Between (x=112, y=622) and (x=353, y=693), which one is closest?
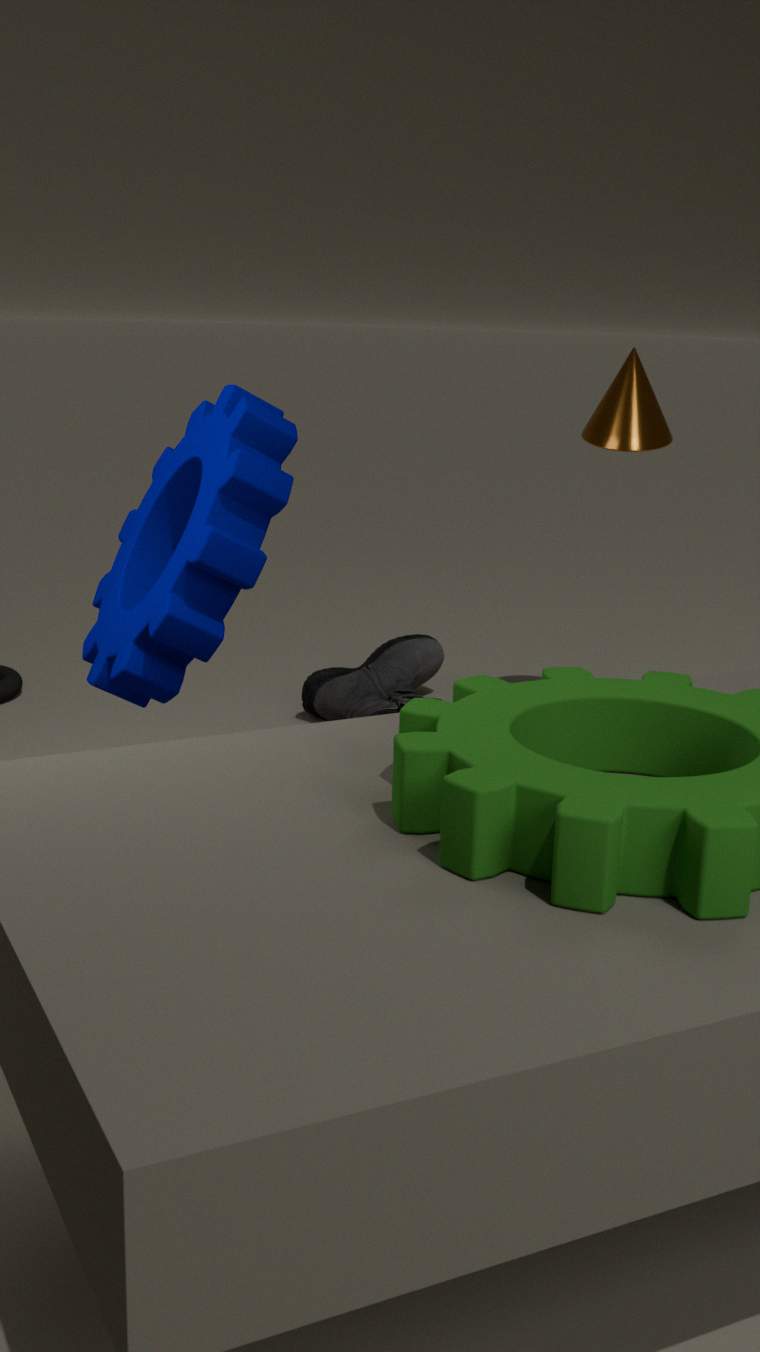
(x=112, y=622)
